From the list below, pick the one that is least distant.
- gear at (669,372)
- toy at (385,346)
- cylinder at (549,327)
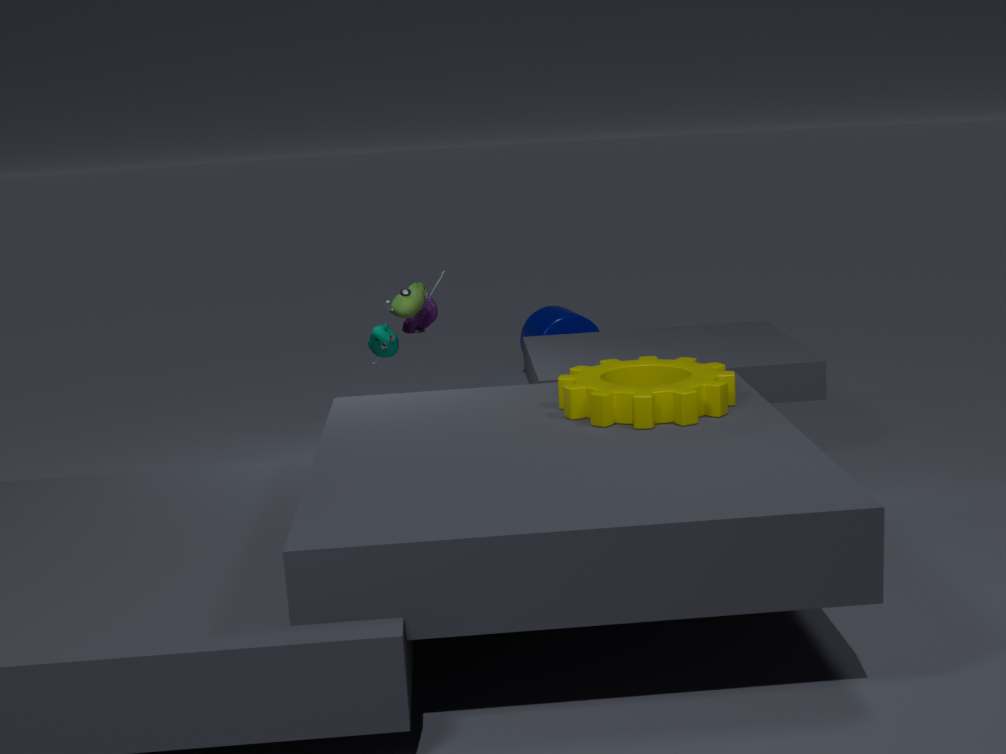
gear at (669,372)
